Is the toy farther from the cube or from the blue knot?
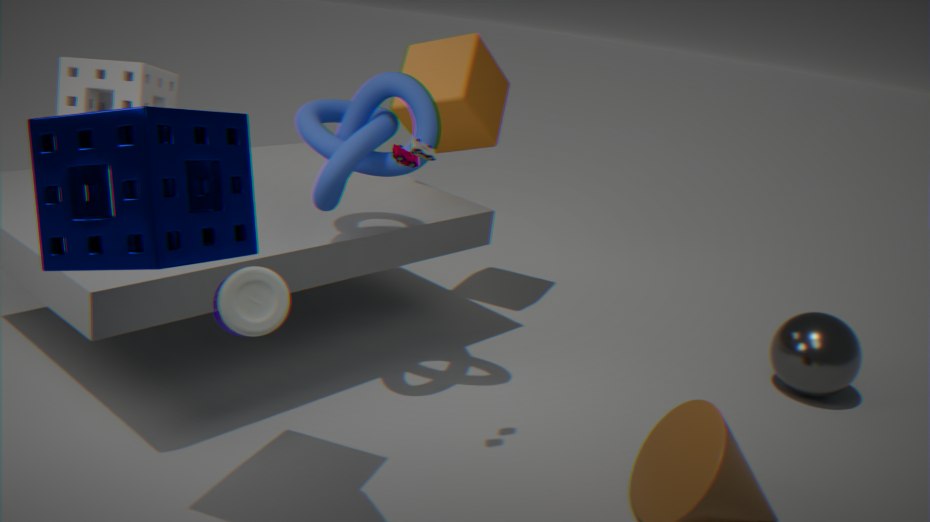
the cube
